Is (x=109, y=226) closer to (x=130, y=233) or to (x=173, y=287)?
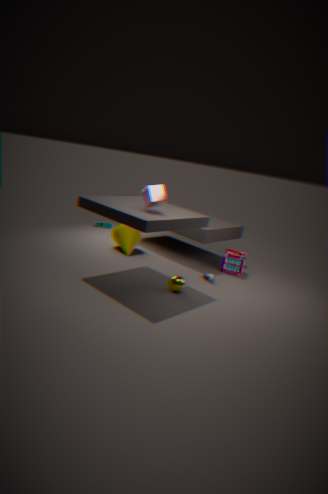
(x=130, y=233)
